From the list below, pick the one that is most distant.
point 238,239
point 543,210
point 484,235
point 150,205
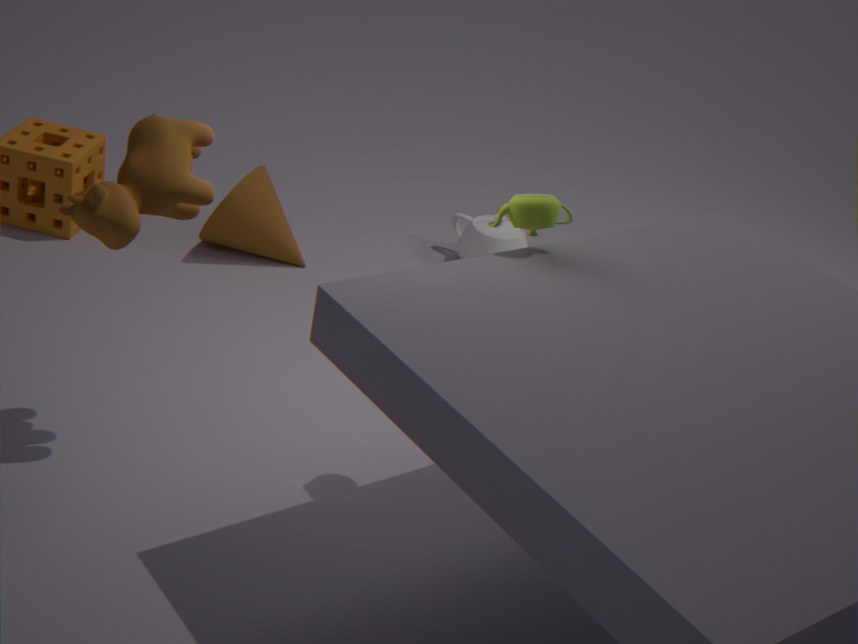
point 484,235
